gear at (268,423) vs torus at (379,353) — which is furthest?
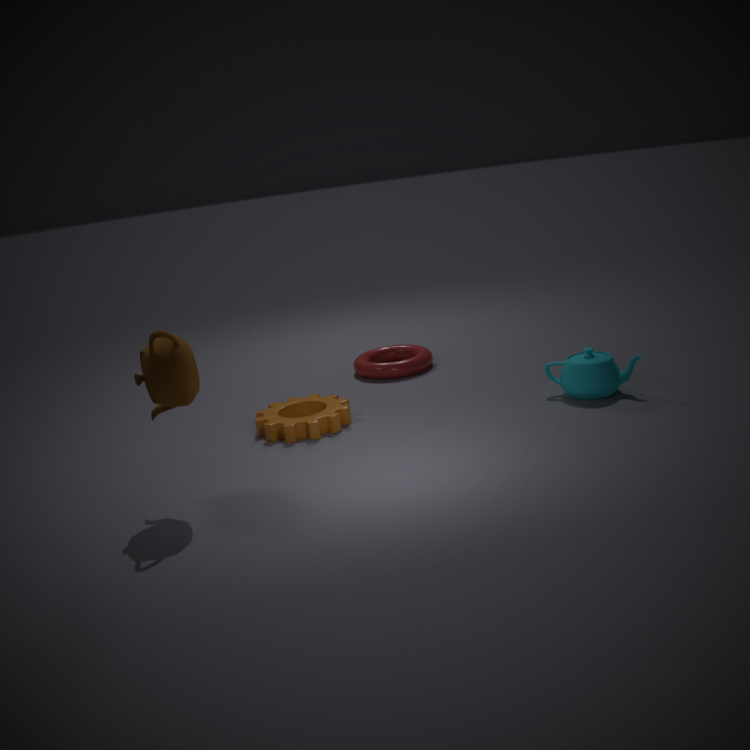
torus at (379,353)
